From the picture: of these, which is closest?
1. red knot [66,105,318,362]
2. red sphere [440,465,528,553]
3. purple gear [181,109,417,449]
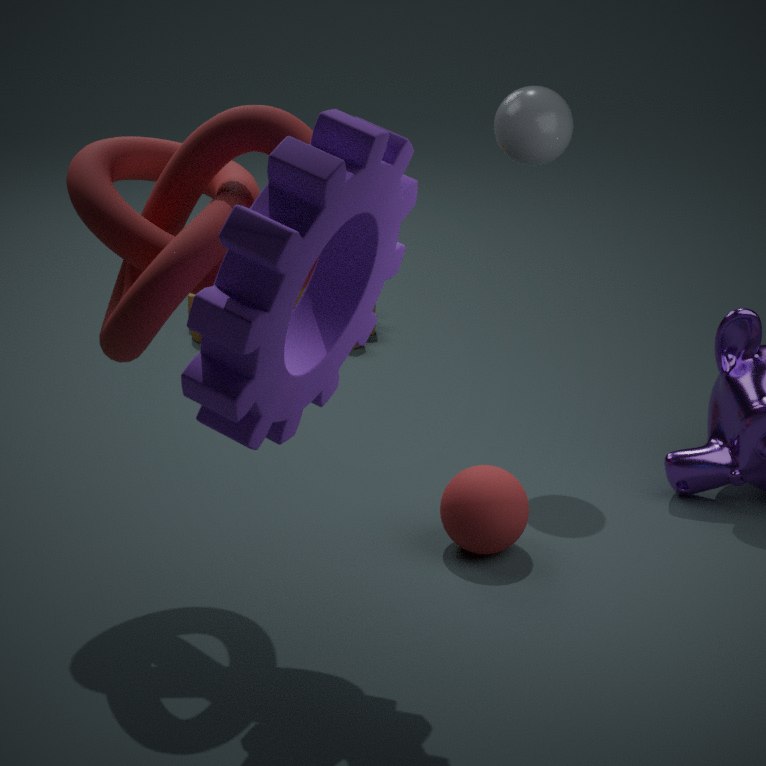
purple gear [181,109,417,449]
